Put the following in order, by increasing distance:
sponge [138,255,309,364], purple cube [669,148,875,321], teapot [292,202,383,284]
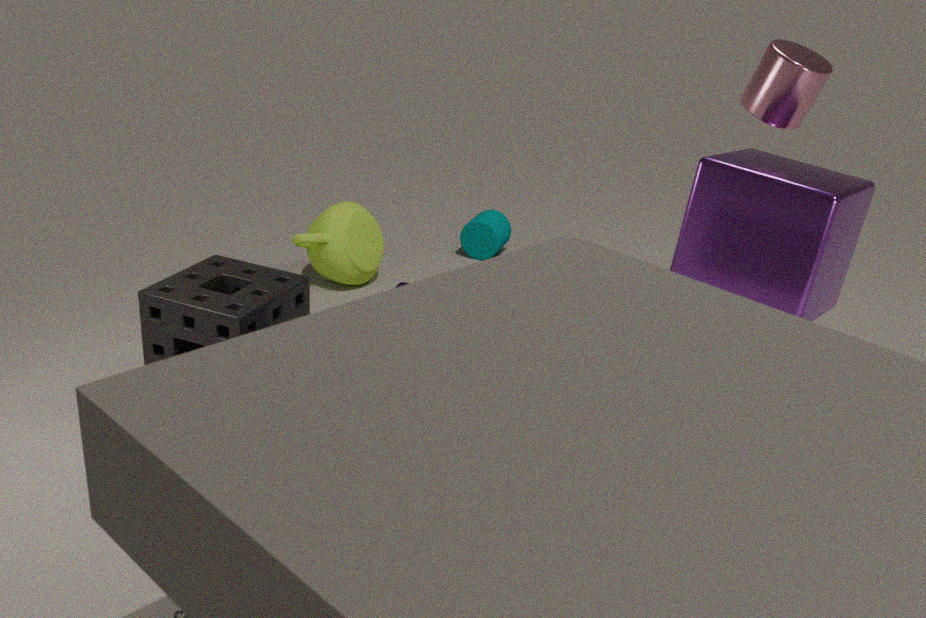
purple cube [669,148,875,321] → sponge [138,255,309,364] → teapot [292,202,383,284]
